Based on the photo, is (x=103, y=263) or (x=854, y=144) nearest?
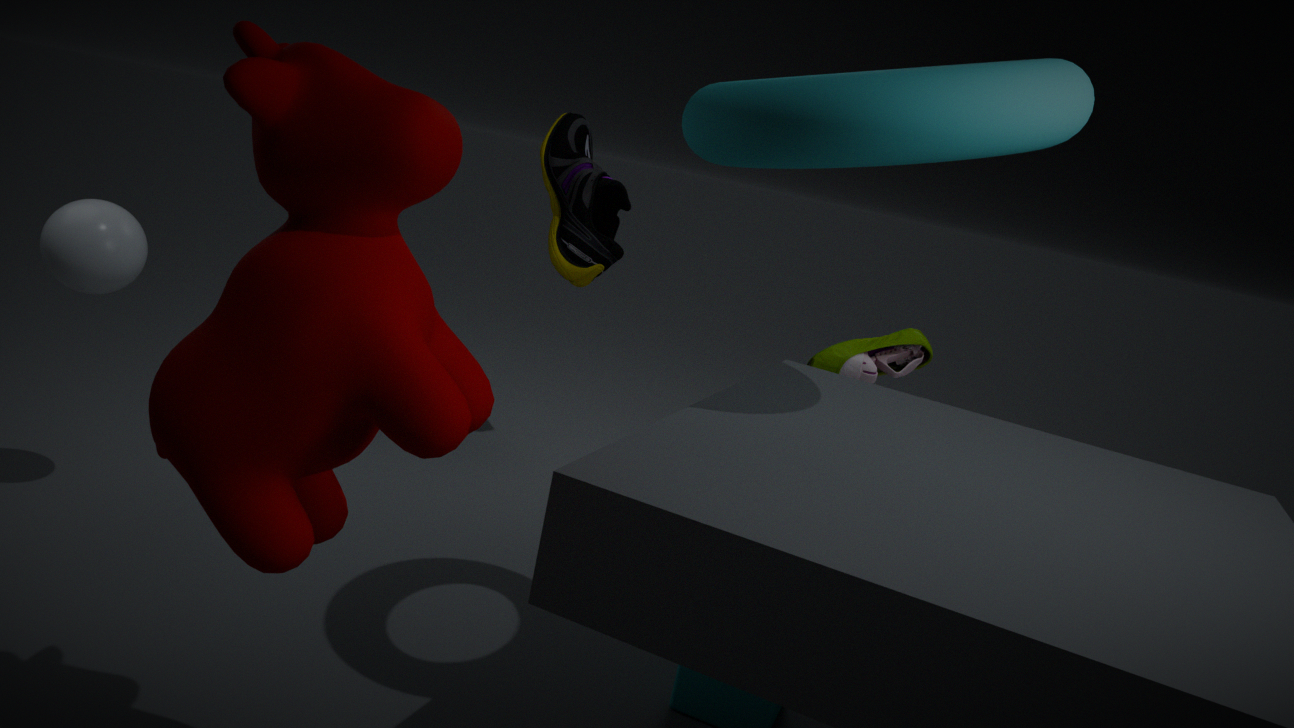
(x=854, y=144)
